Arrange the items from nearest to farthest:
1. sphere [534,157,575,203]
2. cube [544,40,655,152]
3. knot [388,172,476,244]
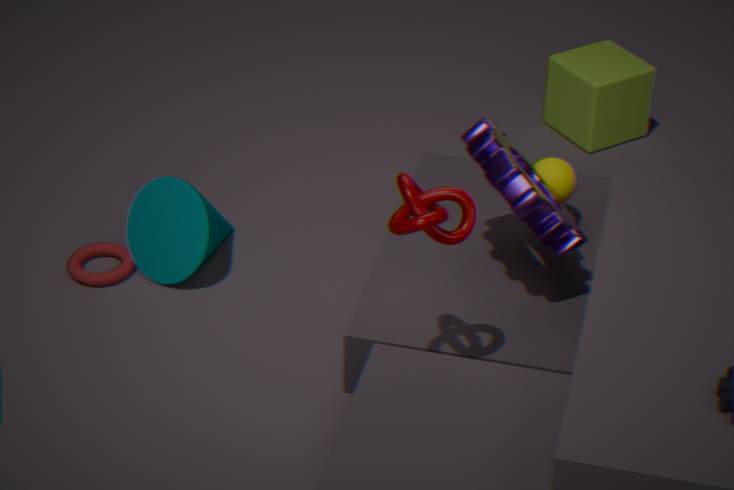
knot [388,172,476,244], sphere [534,157,575,203], cube [544,40,655,152]
